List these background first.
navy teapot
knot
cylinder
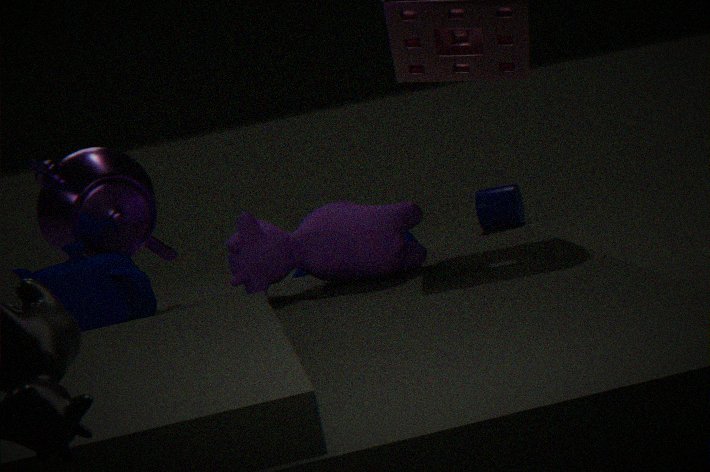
cylinder → knot → navy teapot
